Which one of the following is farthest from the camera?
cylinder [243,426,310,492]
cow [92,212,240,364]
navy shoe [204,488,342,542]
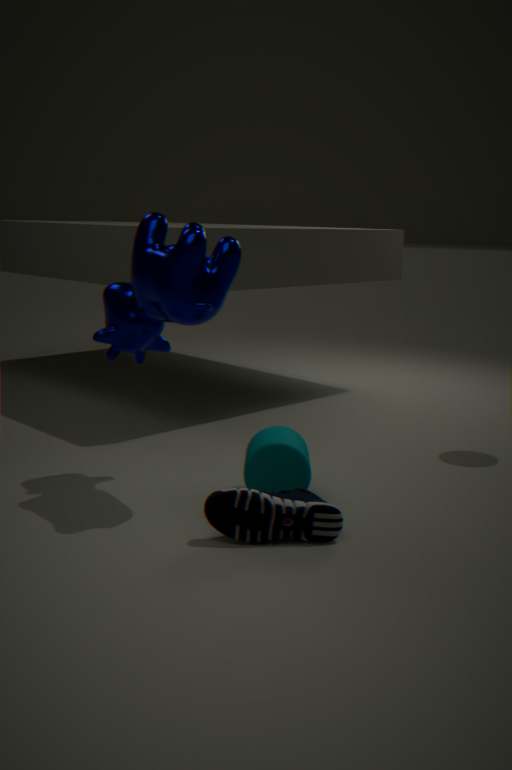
cylinder [243,426,310,492]
